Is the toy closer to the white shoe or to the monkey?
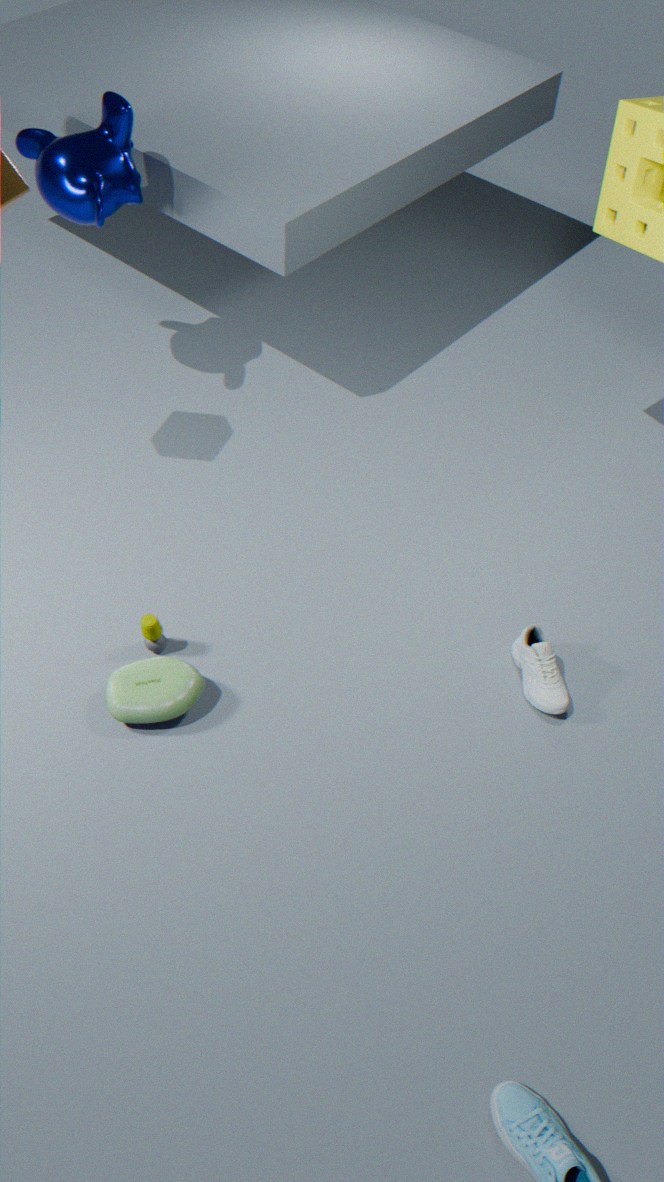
the white shoe
